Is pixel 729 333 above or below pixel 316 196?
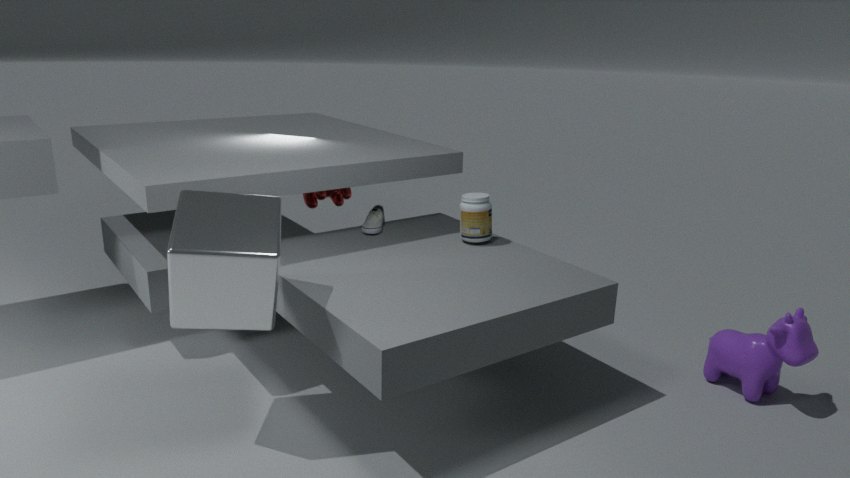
below
